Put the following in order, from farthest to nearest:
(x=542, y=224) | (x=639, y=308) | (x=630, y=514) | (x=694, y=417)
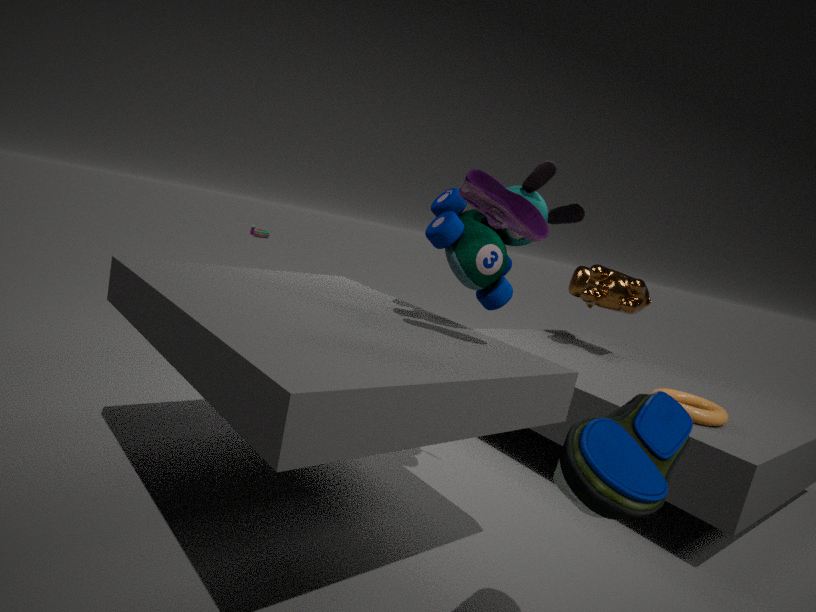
1. (x=639, y=308)
2. (x=694, y=417)
3. (x=542, y=224)
4. (x=630, y=514)
